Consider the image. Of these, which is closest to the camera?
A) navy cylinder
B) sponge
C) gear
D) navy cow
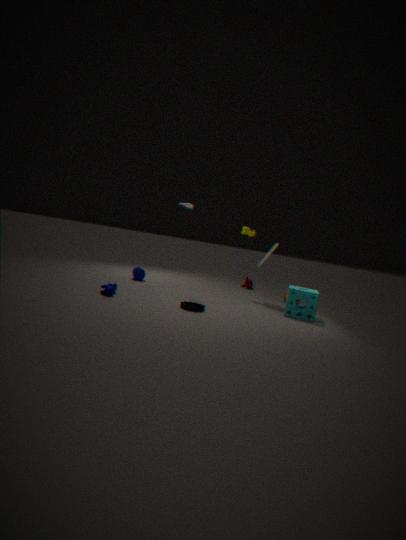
gear
